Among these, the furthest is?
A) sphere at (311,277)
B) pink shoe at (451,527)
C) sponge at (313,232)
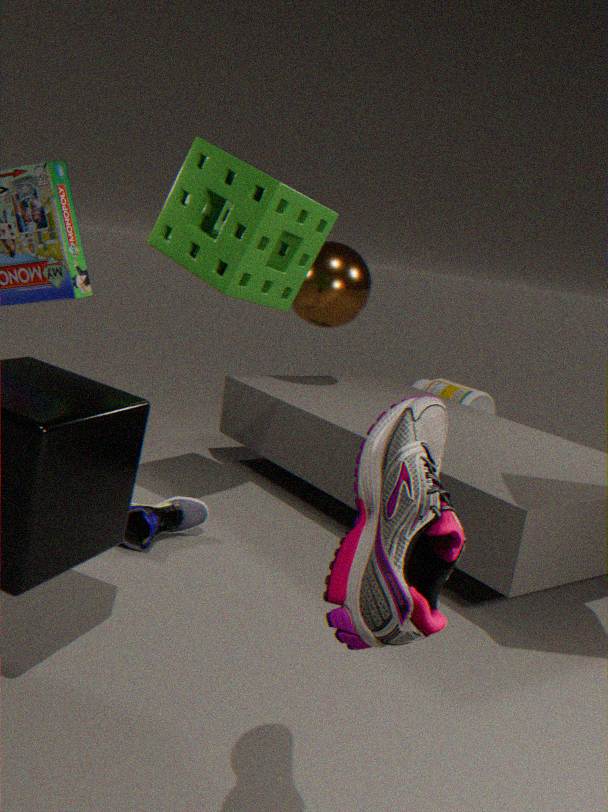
sphere at (311,277)
